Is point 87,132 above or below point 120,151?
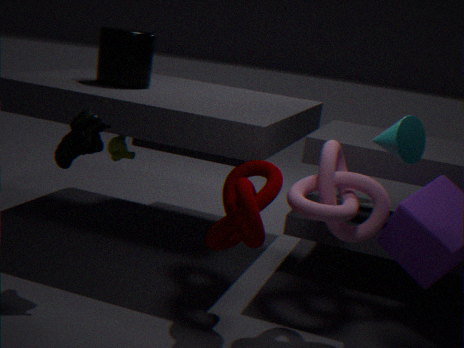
above
